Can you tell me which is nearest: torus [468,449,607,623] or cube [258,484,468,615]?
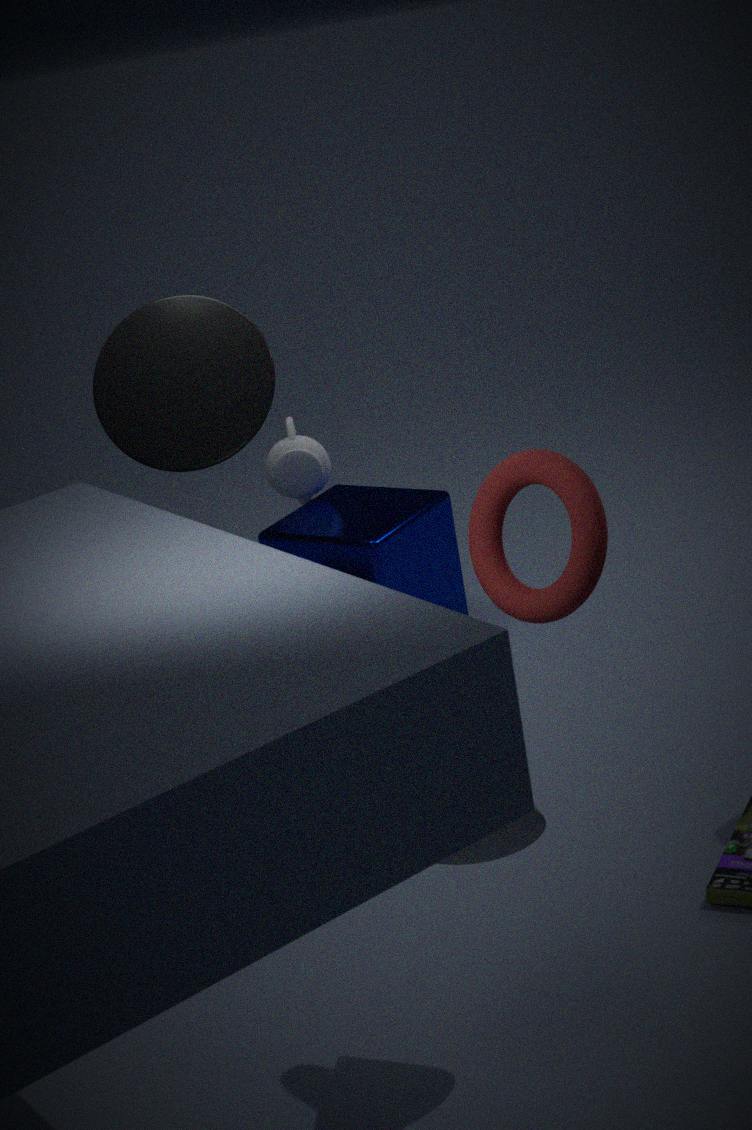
torus [468,449,607,623]
